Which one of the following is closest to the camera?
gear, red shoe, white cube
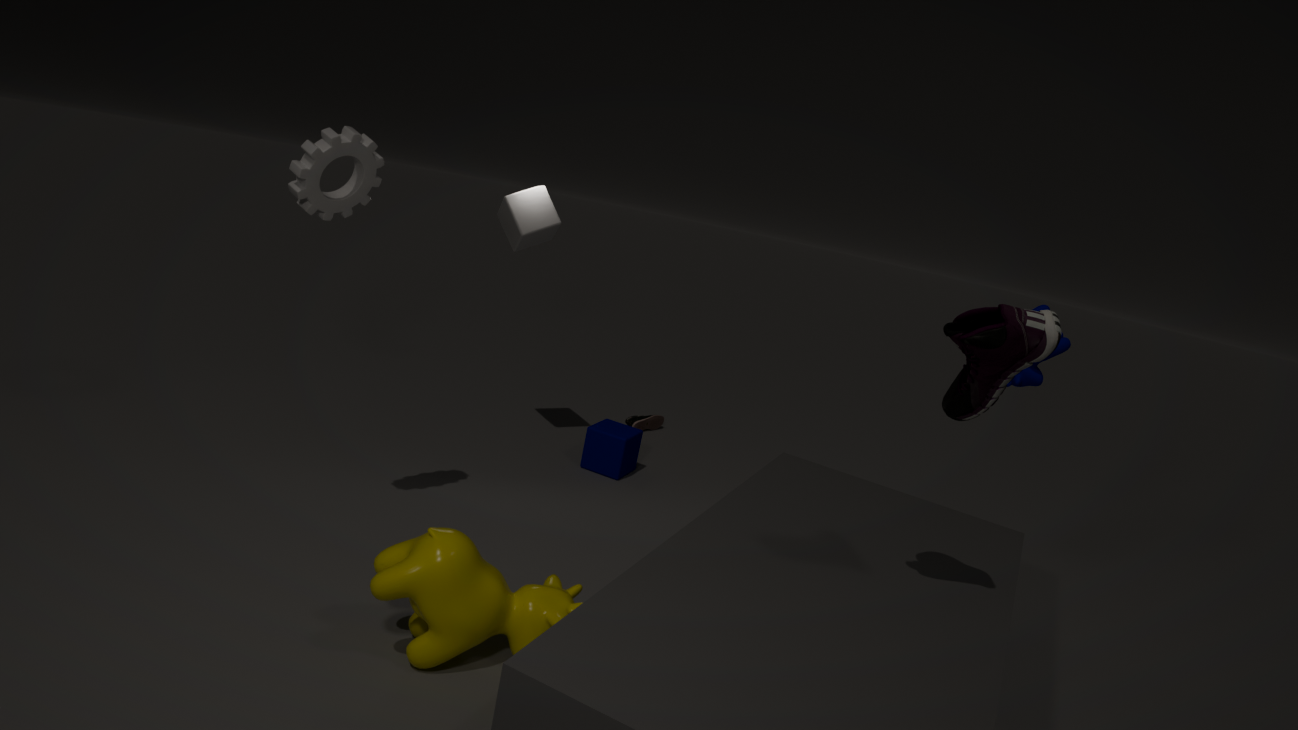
red shoe
